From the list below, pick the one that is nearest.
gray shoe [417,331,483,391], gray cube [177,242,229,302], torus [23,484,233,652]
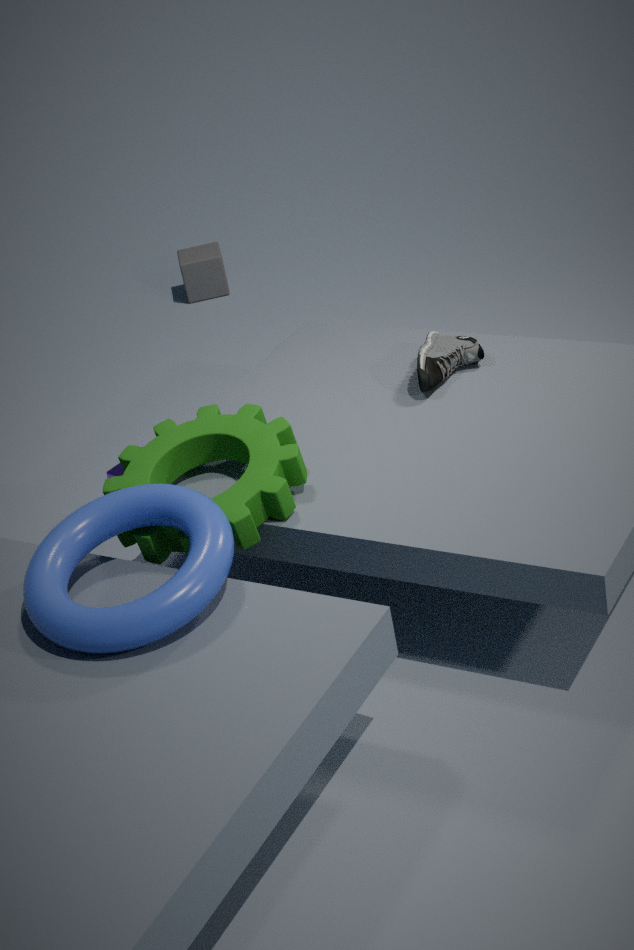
torus [23,484,233,652]
